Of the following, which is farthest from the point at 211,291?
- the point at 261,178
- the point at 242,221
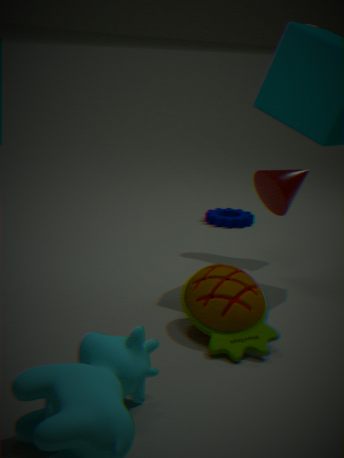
the point at 242,221
